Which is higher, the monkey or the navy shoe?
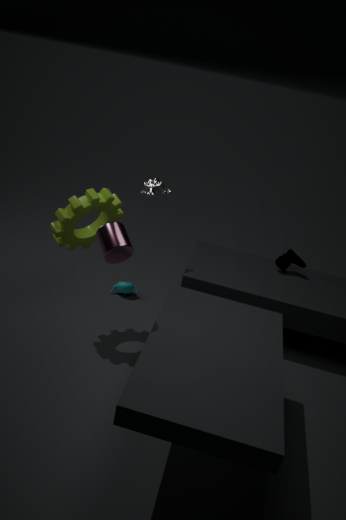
the monkey
